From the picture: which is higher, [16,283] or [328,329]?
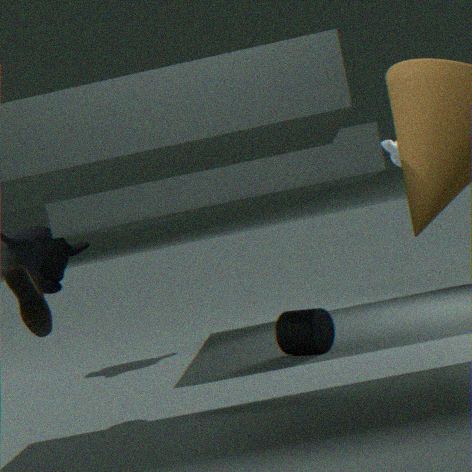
[16,283]
